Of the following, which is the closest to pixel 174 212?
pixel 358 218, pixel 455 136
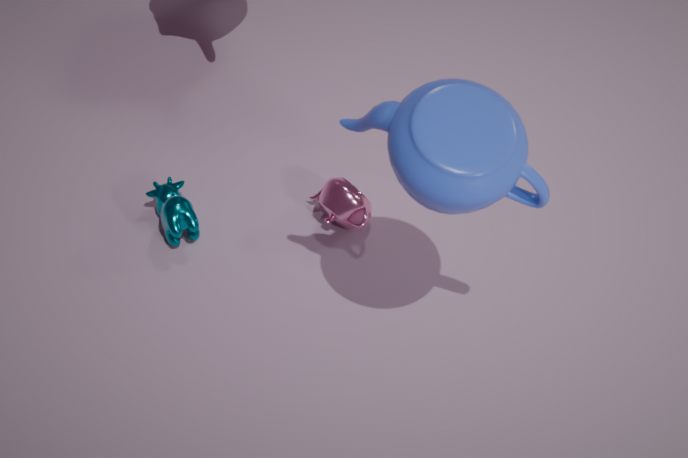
pixel 358 218
